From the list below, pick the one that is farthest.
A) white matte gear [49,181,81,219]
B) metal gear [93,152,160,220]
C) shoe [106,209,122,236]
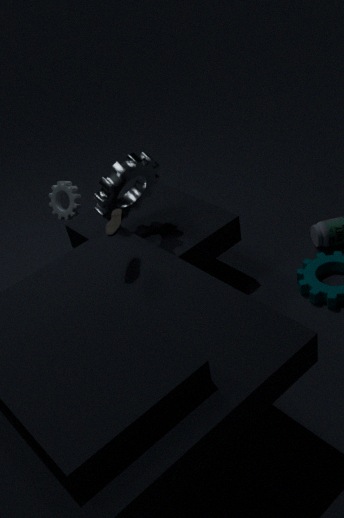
white matte gear [49,181,81,219]
